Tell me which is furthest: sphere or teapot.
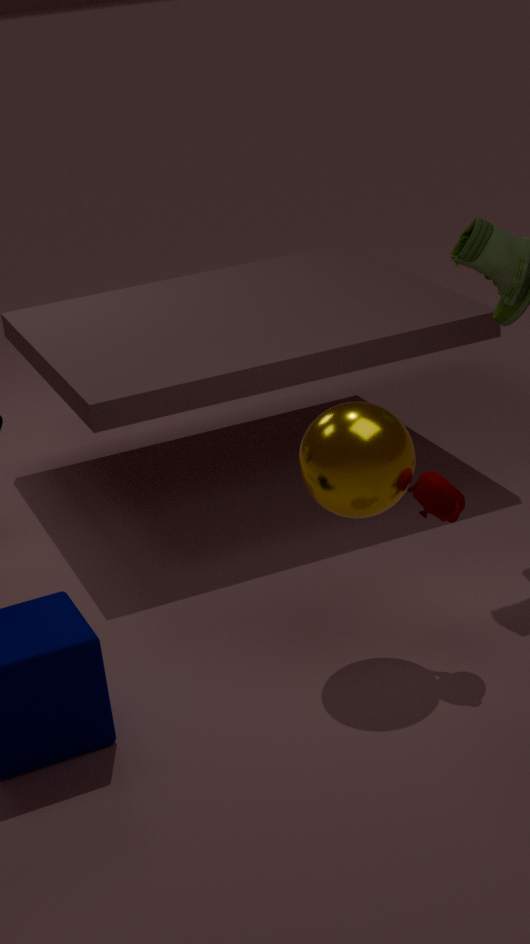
teapot
